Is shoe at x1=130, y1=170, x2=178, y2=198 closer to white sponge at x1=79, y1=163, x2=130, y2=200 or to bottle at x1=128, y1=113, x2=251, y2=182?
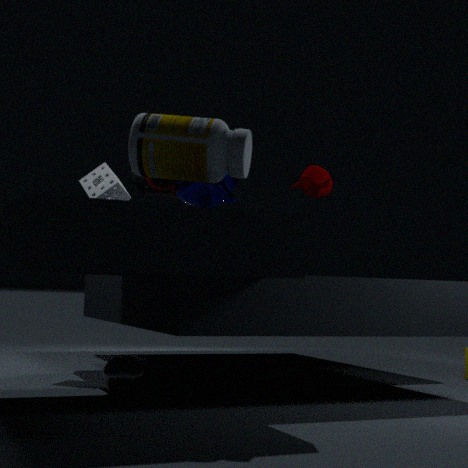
white sponge at x1=79, y1=163, x2=130, y2=200
